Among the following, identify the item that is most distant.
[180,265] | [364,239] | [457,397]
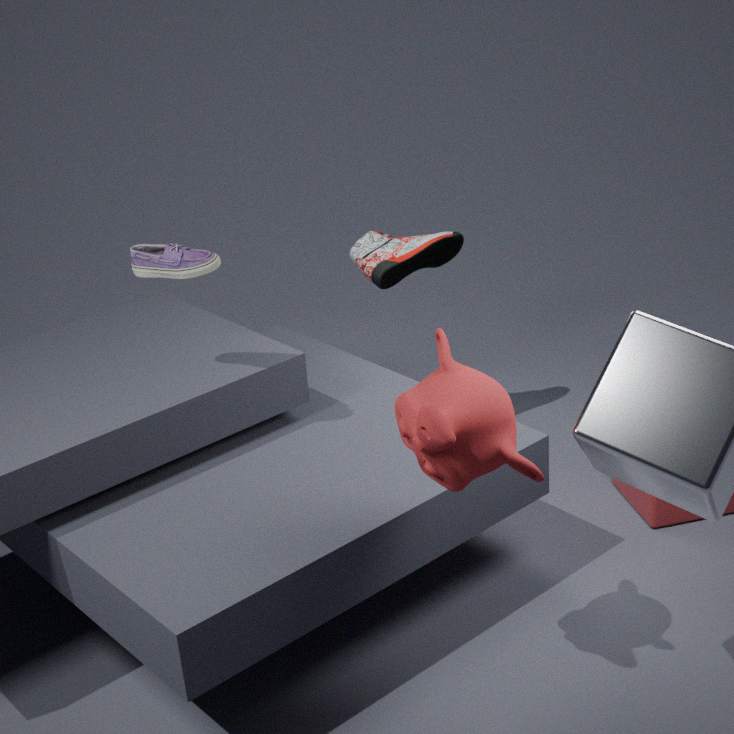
[364,239]
